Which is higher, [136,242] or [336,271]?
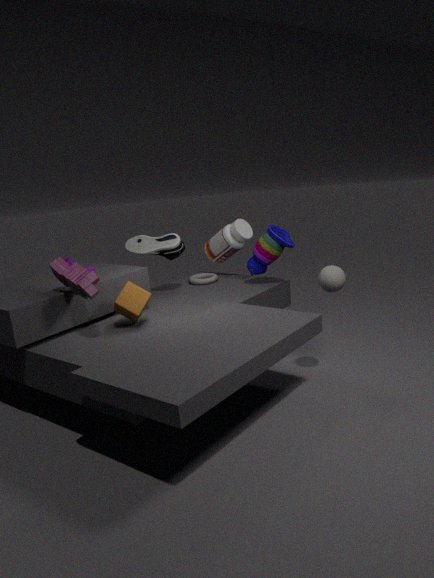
[136,242]
